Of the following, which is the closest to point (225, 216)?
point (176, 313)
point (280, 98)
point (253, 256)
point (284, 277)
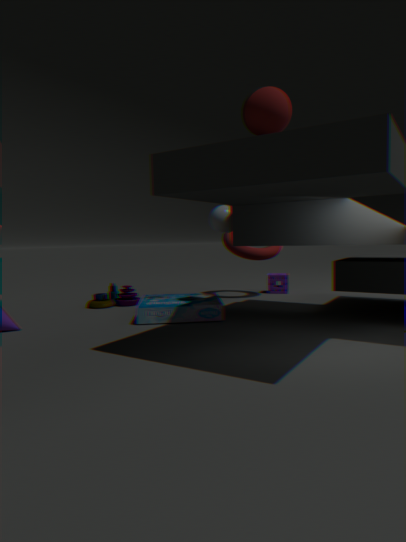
point (176, 313)
